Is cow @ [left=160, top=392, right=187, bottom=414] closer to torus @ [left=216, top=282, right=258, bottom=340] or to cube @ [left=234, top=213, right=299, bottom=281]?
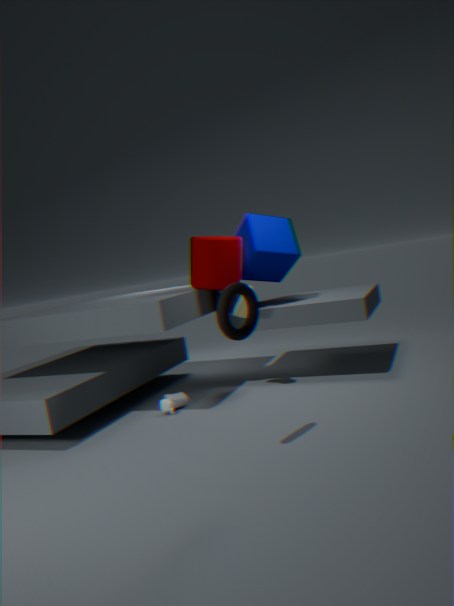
cube @ [left=234, top=213, right=299, bottom=281]
